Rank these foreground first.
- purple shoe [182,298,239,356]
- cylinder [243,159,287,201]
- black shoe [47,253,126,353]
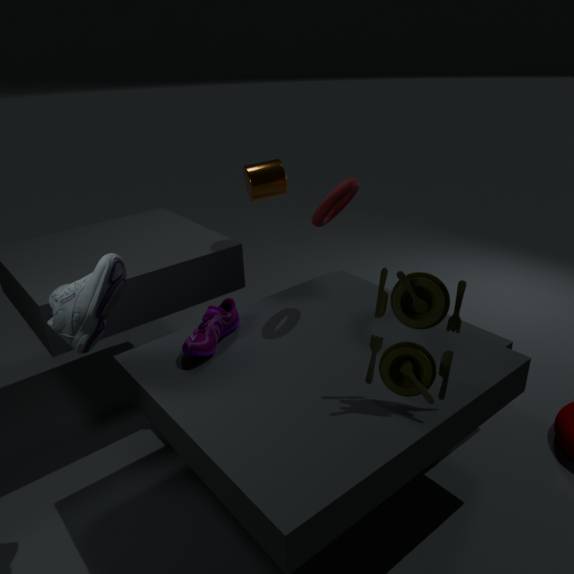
1. black shoe [47,253,126,353]
2. purple shoe [182,298,239,356]
3. cylinder [243,159,287,201]
